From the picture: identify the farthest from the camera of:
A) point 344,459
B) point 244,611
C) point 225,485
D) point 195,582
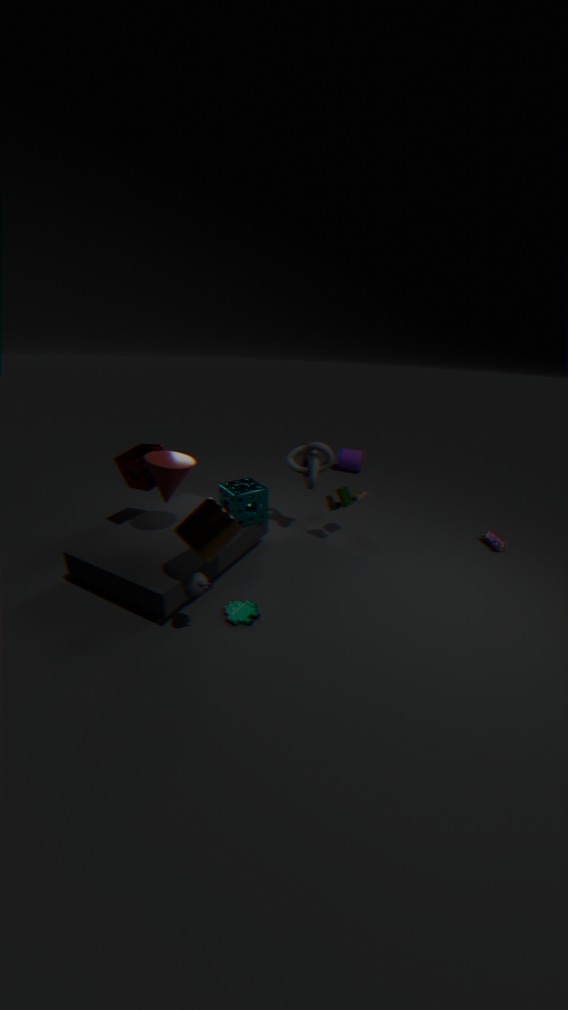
point 344,459
